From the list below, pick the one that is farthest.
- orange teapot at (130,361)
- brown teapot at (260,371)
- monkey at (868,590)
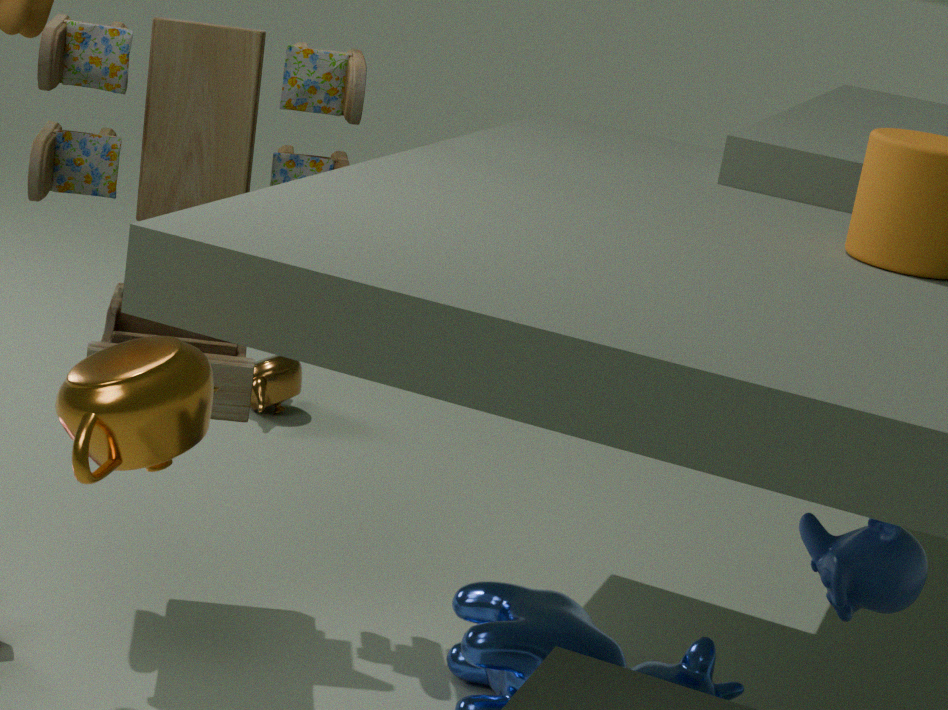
brown teapot at (260,371)
